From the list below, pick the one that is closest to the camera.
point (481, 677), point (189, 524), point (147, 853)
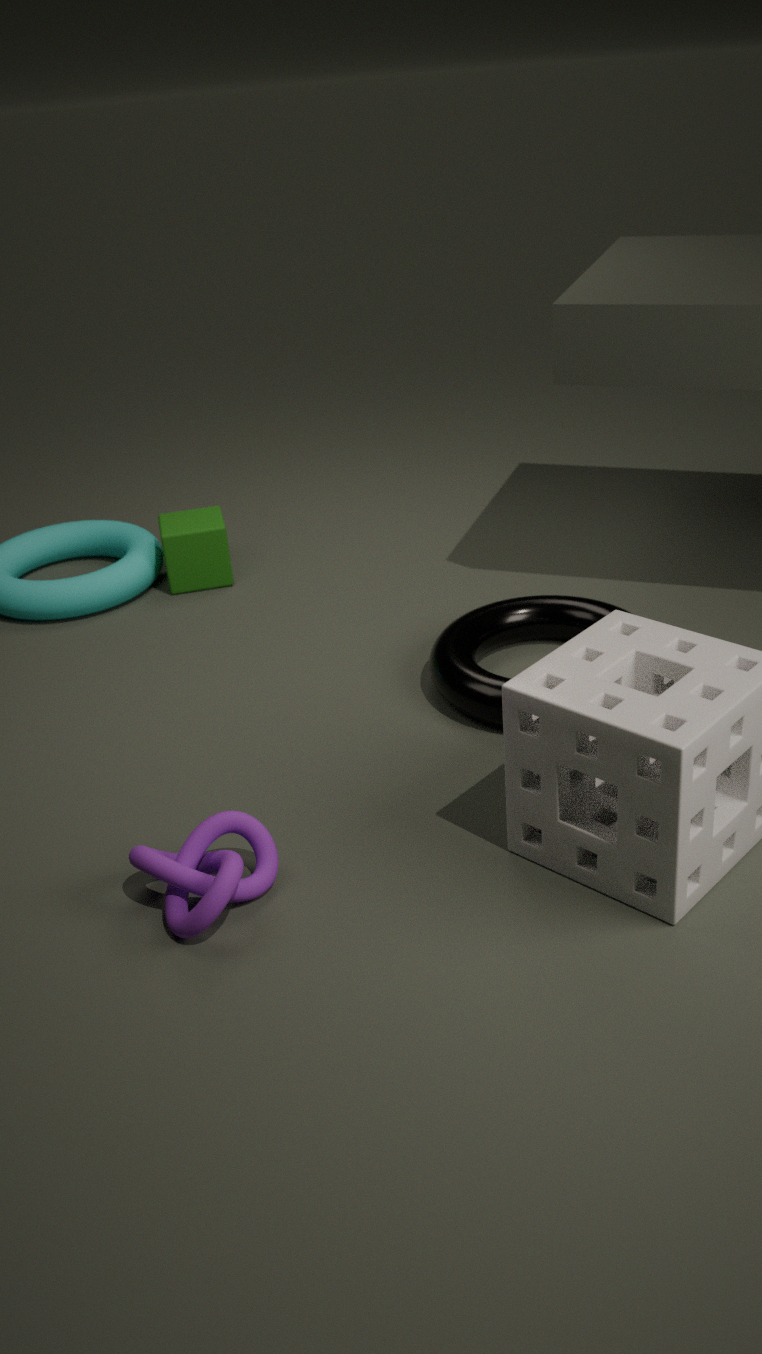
point (147, 853)
